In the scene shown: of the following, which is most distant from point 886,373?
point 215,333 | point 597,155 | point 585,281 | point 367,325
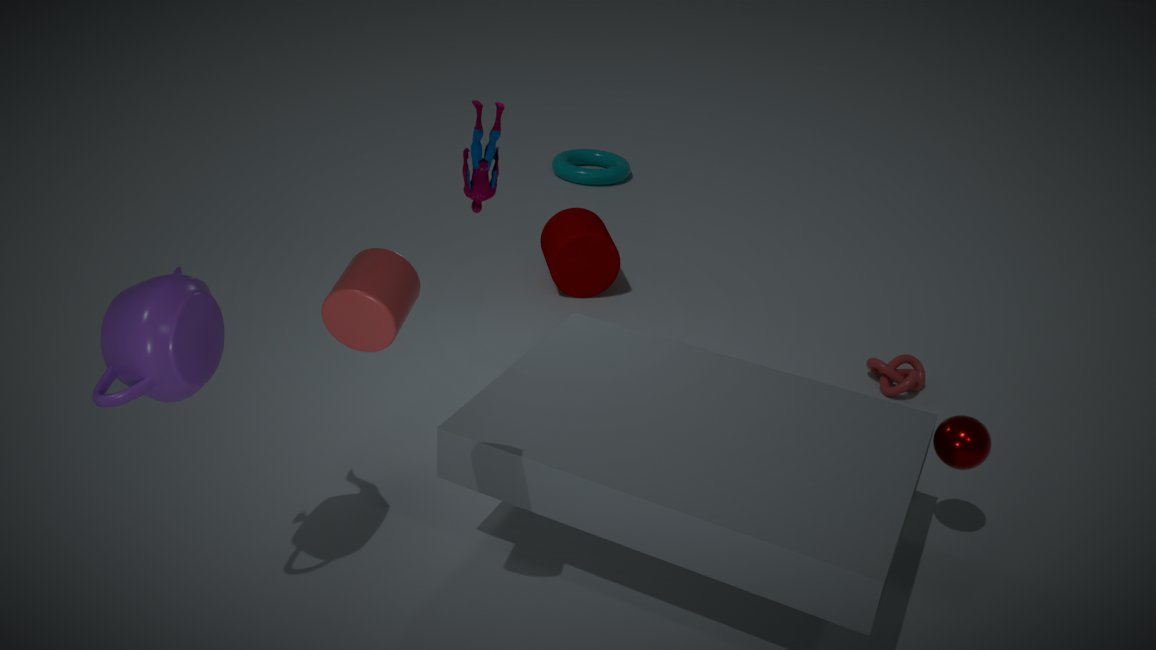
point 215,333
